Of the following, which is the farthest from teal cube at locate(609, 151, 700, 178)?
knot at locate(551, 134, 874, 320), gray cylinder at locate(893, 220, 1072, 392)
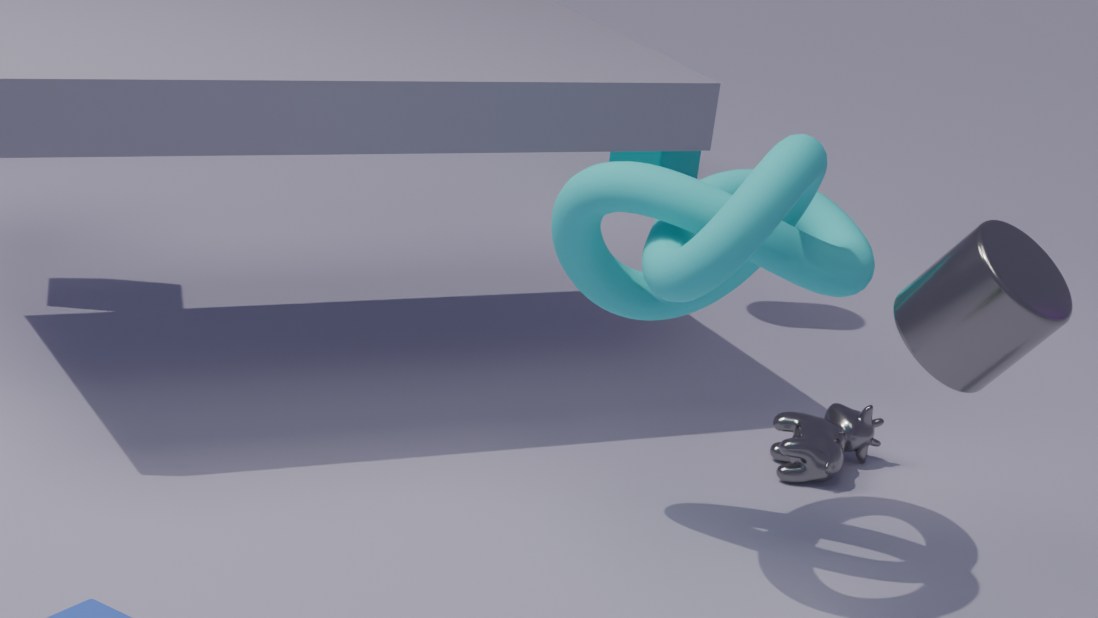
gray cylinder at locate(893, 220, 1072, 392)
